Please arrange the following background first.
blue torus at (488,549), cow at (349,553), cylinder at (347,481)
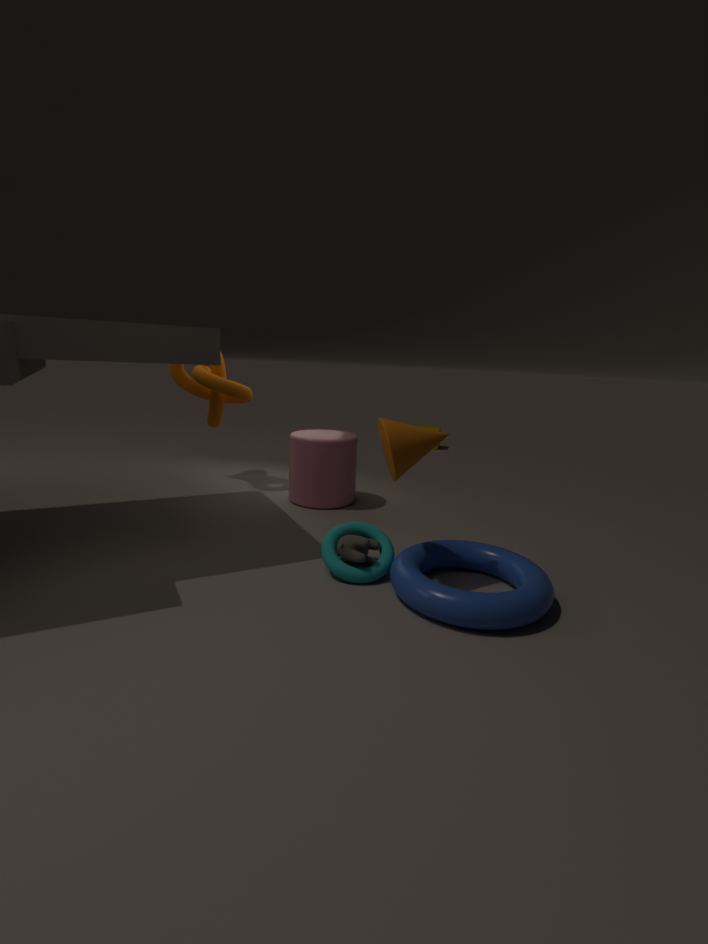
cylinder at (347,481), cow at (349,553), blue torus at (488,549)
